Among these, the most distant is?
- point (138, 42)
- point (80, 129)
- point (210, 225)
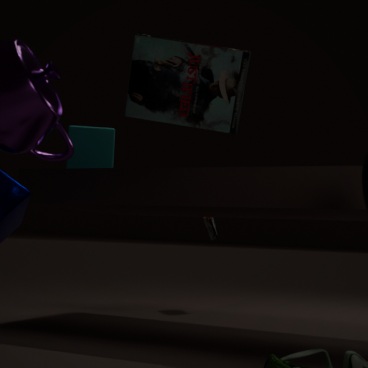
point (210, 225)
